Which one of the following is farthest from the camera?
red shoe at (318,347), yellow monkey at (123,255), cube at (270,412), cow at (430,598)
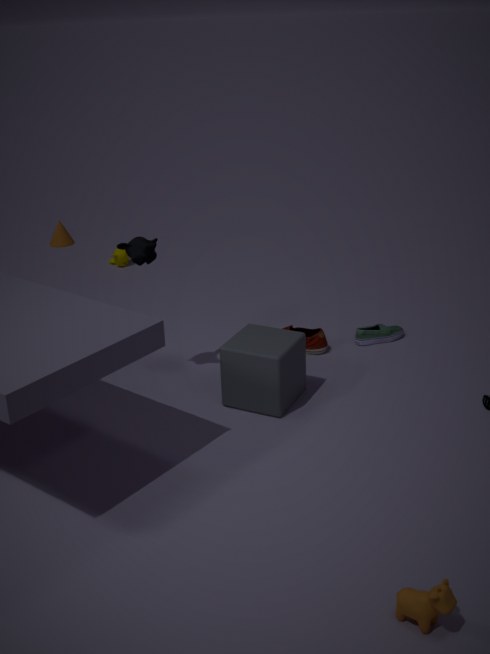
yellow monkey at (123,255)
